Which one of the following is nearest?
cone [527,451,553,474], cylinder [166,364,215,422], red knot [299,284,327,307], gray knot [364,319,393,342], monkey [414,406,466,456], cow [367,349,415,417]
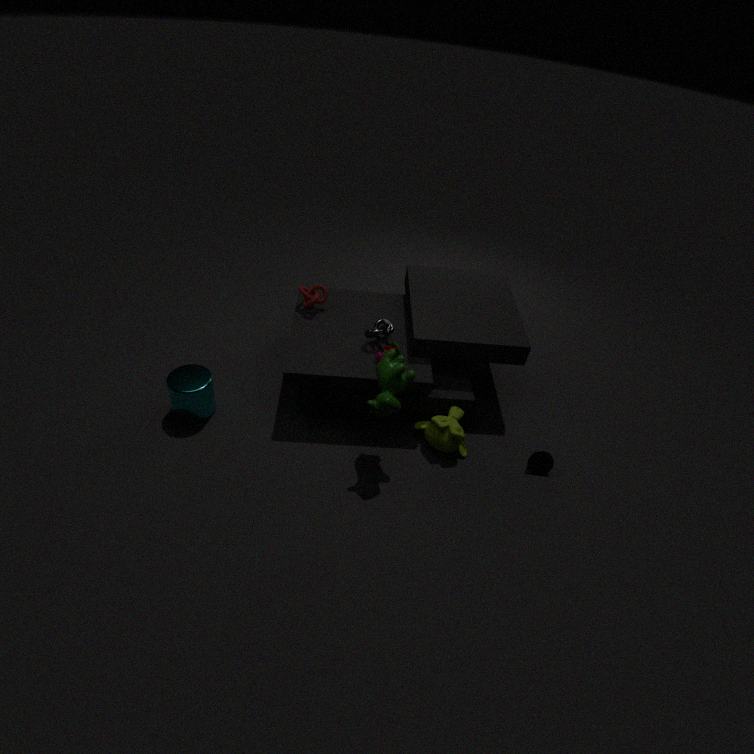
cow [367,349,415,417]
